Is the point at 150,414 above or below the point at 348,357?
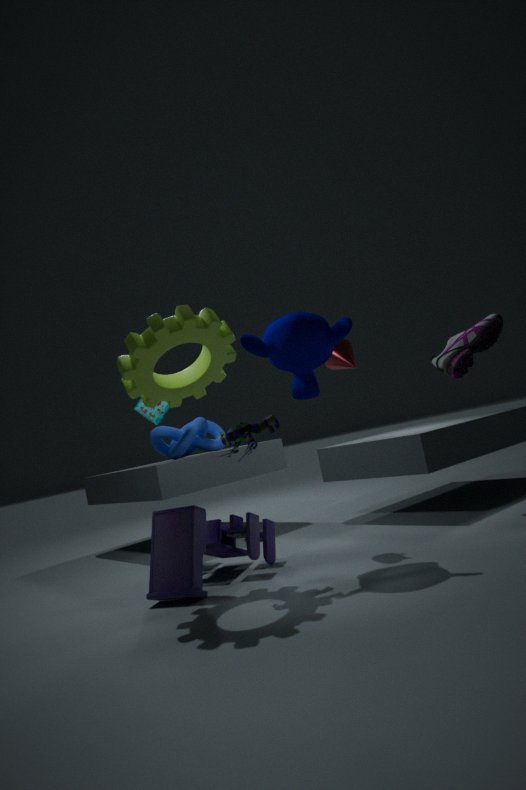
below
